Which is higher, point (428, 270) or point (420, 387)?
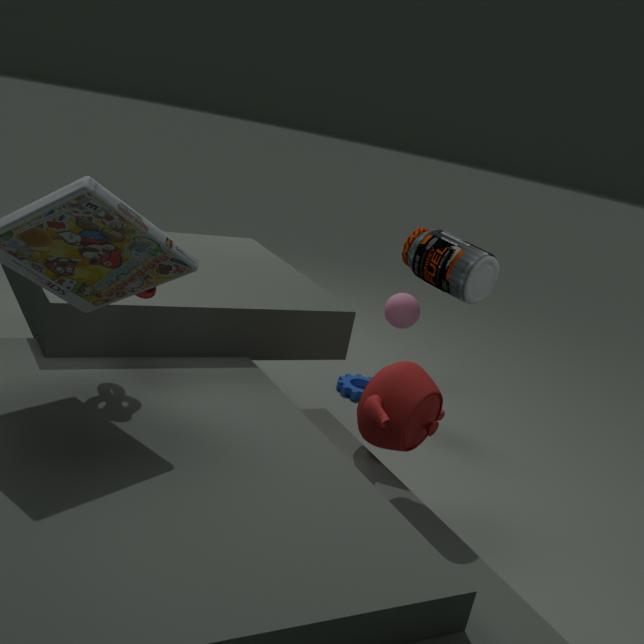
point (428, 270)
